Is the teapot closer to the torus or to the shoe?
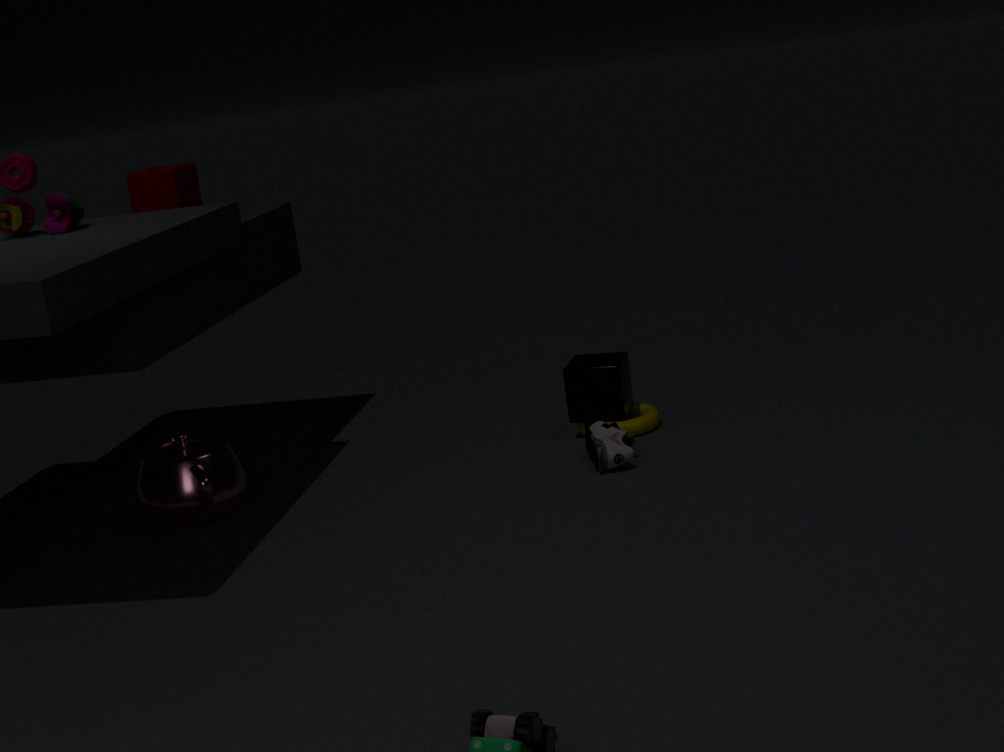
the shoe
